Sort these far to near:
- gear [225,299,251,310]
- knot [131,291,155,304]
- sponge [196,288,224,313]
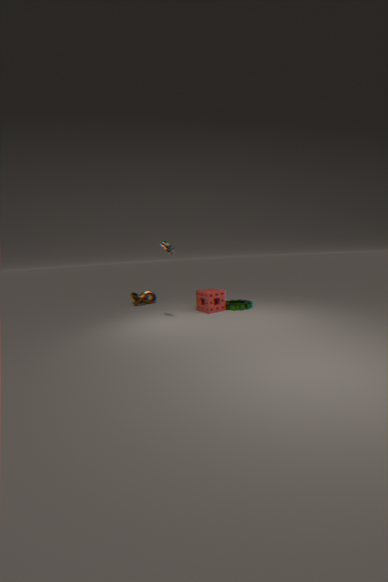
knot [131,291,155,304] < gear [225,299,251,310] < sponge [196,288,224,313]
